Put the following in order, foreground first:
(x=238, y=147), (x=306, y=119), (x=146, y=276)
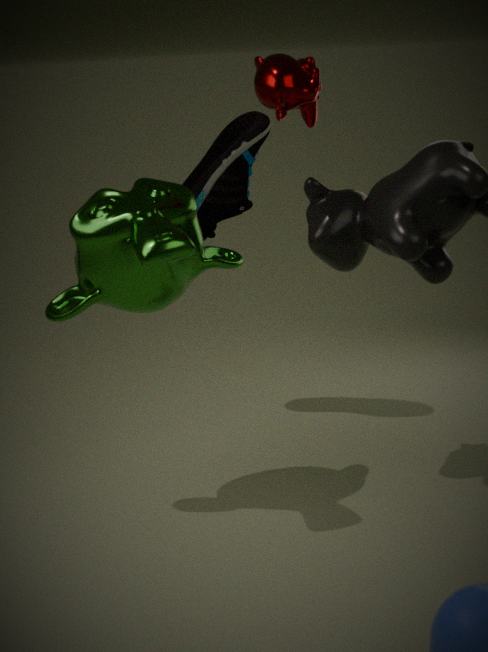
(x=146, y=276)
(x=306, y=119)
(x=238, y=147)
